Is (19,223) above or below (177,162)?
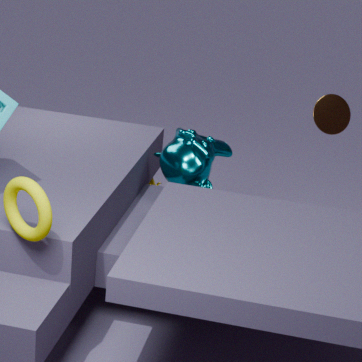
above
